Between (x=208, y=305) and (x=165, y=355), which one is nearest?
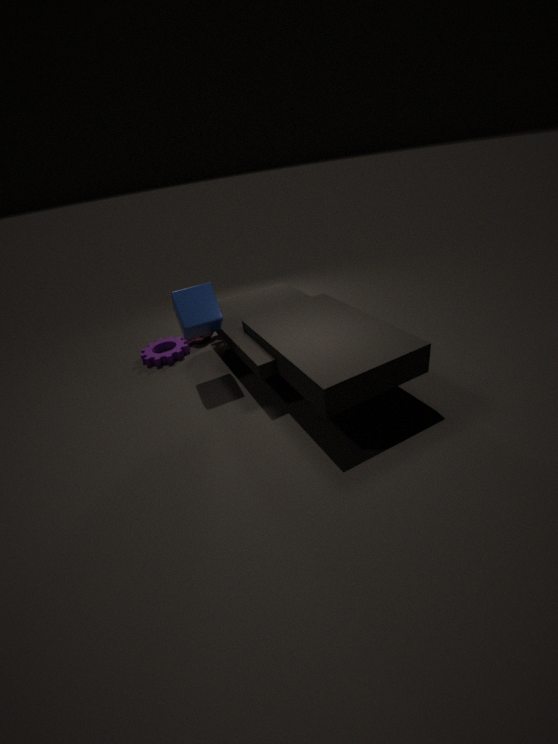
(x=208, y=305)
